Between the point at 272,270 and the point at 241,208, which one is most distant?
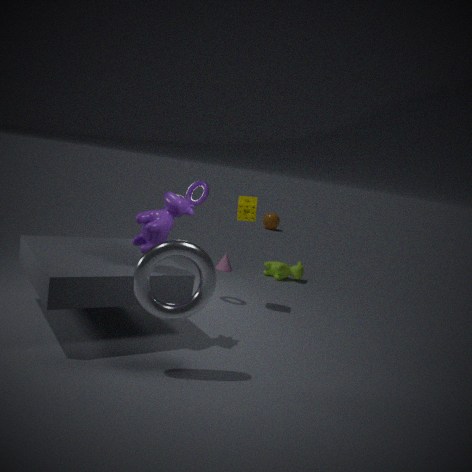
the point at 272,270
